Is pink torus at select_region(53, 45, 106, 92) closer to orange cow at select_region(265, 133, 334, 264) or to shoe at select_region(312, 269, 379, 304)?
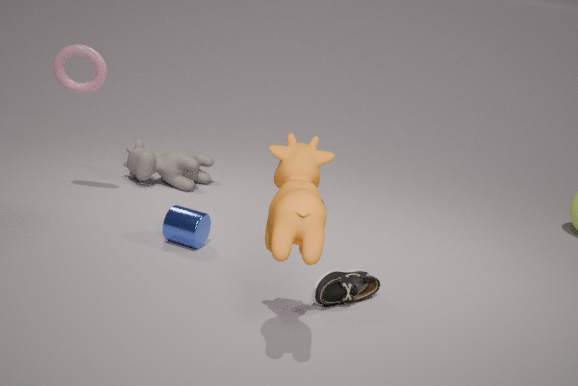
orange cow at select_region(265, 133, 334, 264)
